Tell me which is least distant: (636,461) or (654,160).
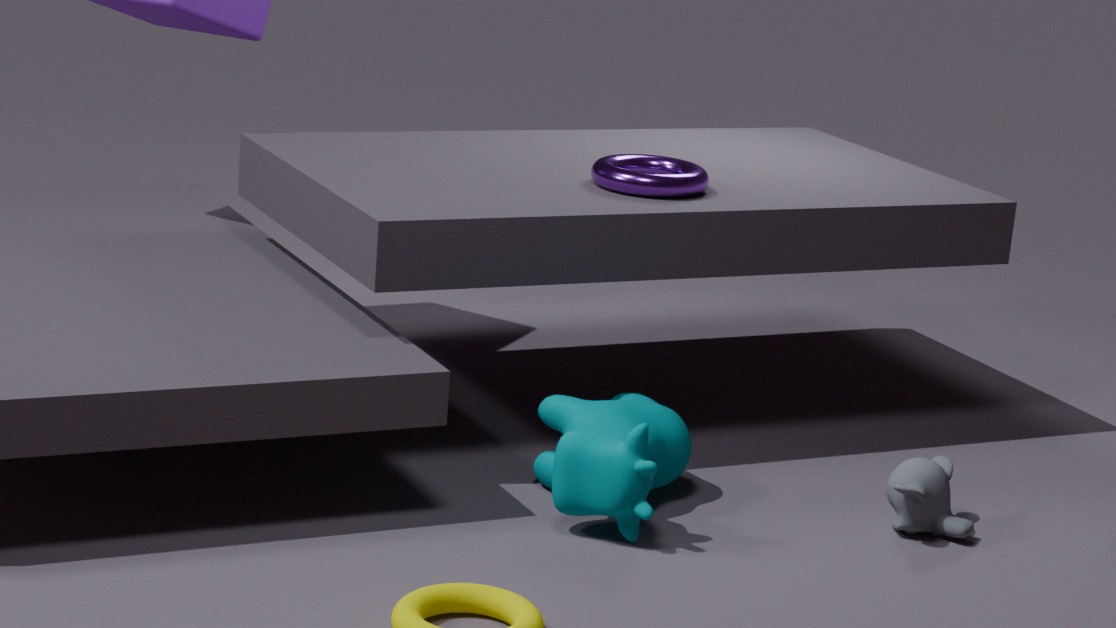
(636,461)
